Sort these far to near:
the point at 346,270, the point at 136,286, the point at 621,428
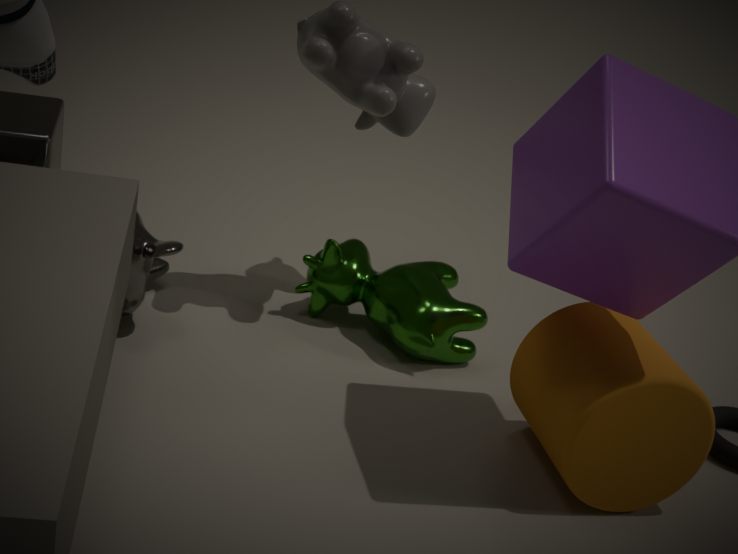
the point at 346,270 < the point at 136,286 < the point at 621,428
